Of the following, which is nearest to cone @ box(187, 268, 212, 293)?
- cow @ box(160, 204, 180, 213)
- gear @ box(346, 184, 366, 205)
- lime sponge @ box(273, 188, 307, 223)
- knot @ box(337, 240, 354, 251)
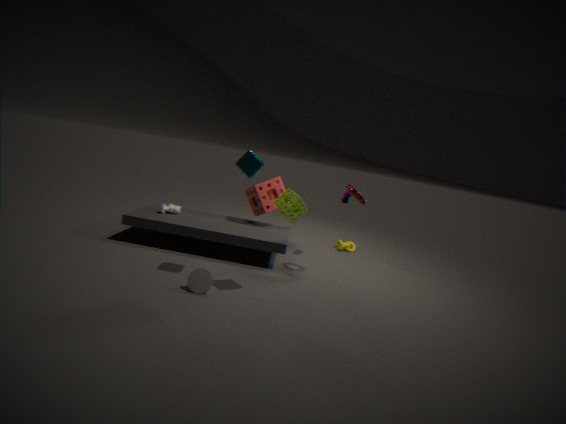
lime sponge @ box(273, 188, 307, 223)
